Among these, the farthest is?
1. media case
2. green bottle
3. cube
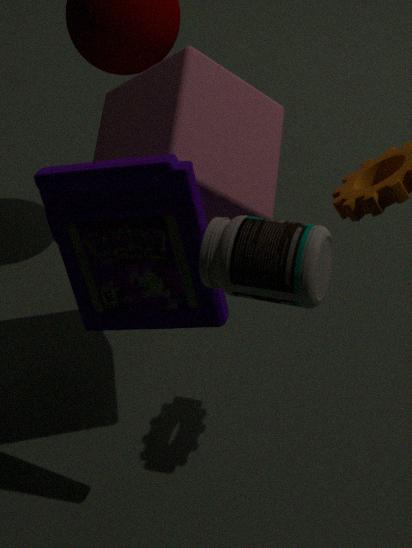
cube
